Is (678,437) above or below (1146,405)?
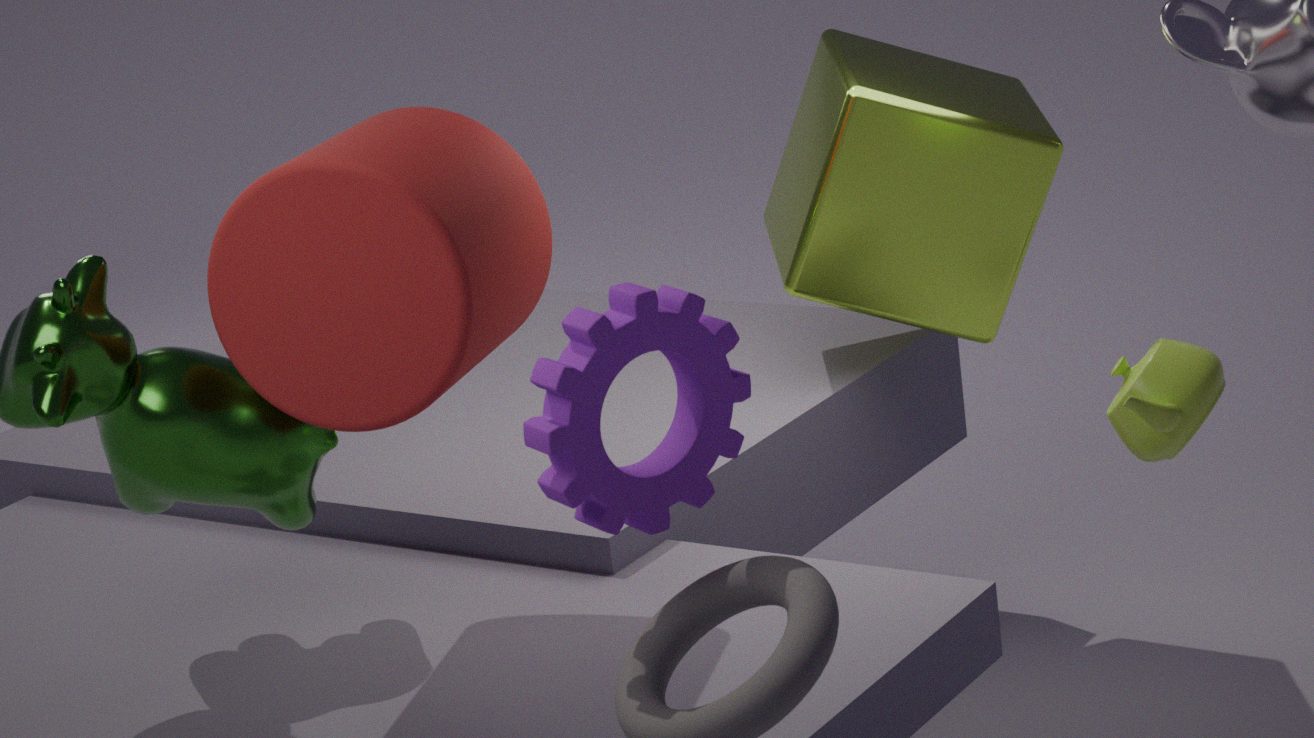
above
